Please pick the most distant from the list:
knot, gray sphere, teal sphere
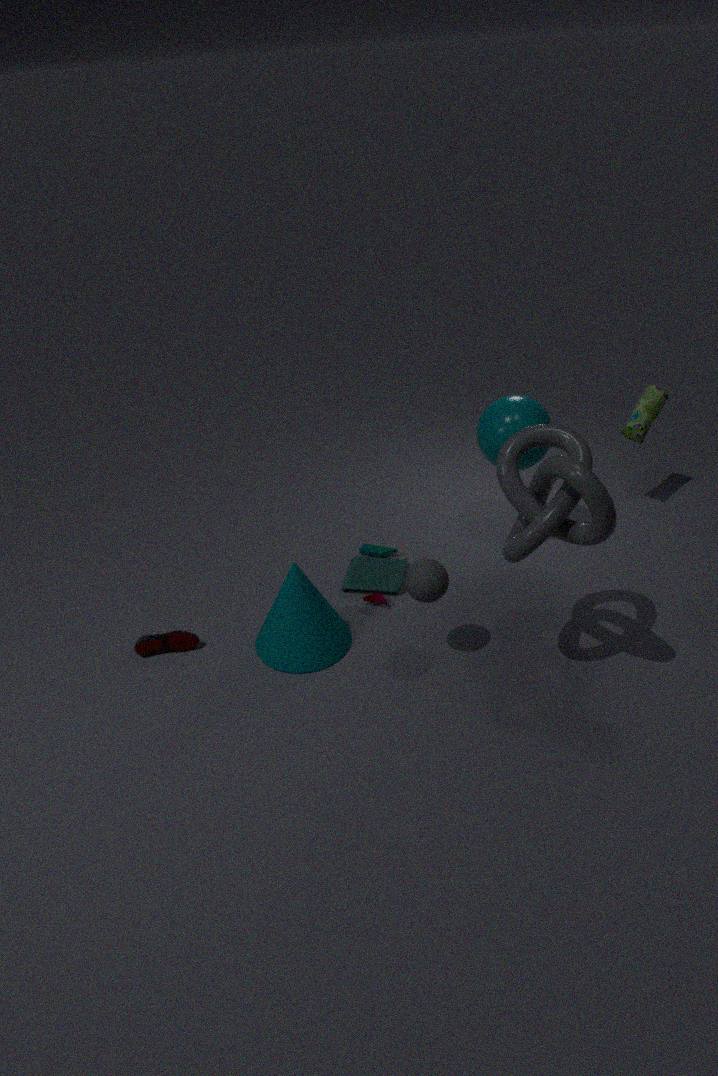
teal sphere
